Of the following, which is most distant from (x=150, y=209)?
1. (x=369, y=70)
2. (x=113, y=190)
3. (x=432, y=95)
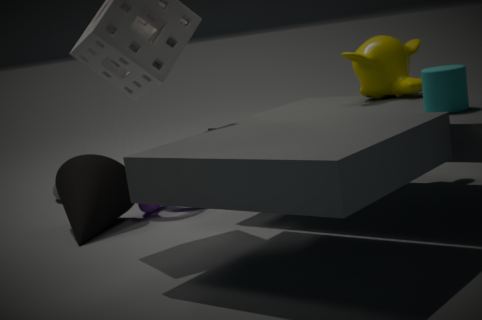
(x=432, y=95)
